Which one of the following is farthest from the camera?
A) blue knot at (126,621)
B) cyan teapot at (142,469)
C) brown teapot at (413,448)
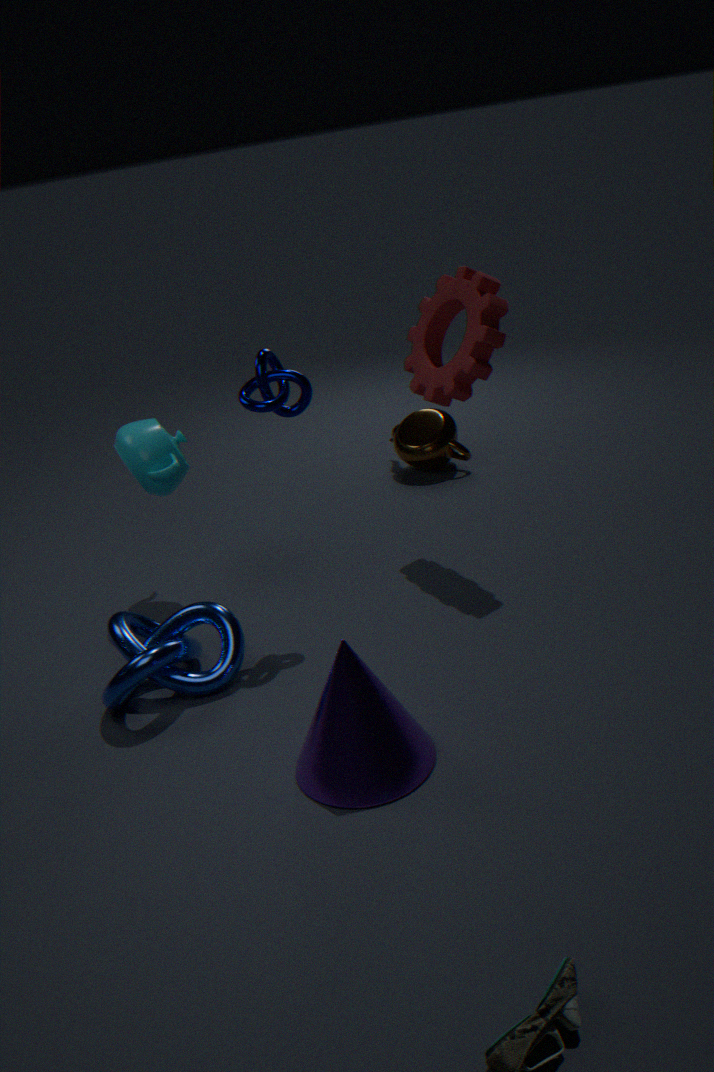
brown teapot at (413,448)
